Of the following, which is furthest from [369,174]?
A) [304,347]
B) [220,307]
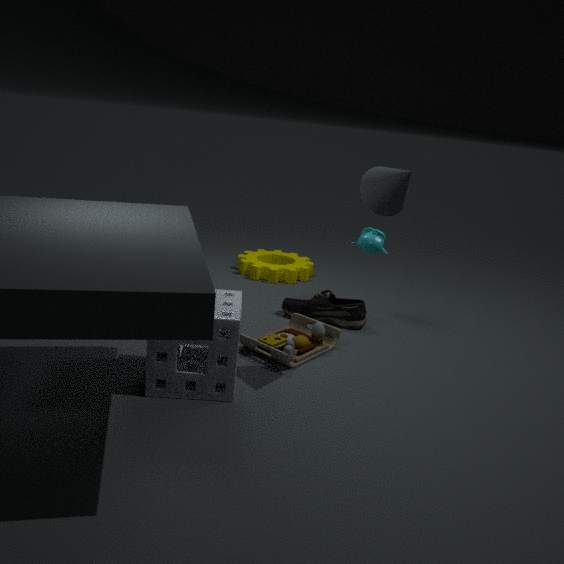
[220,307]
